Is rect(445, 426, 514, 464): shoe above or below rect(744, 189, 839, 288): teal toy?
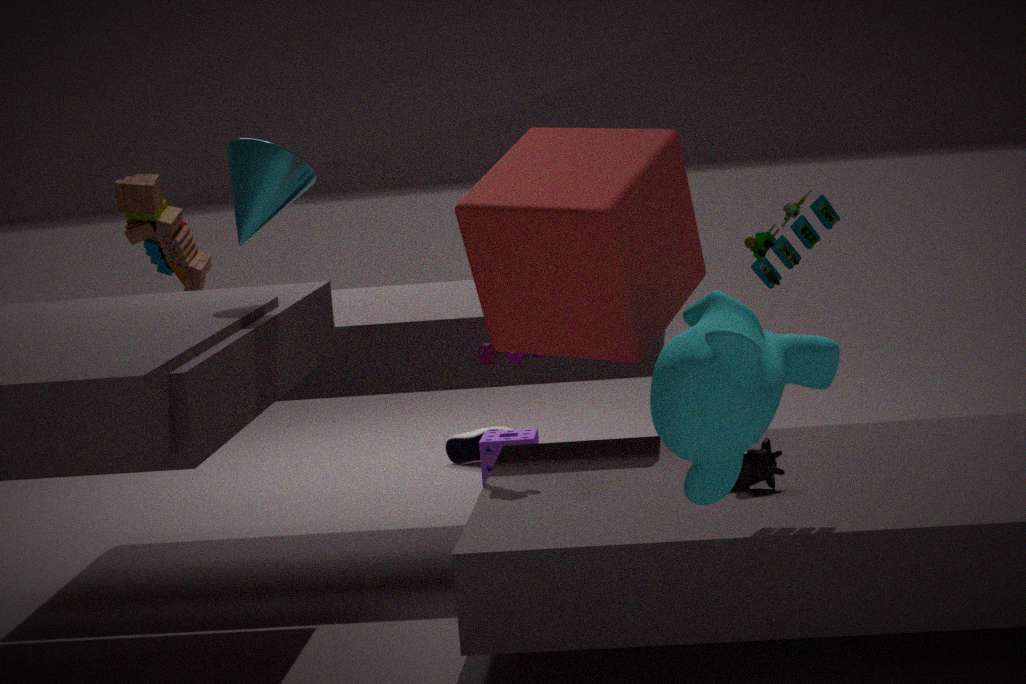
below
